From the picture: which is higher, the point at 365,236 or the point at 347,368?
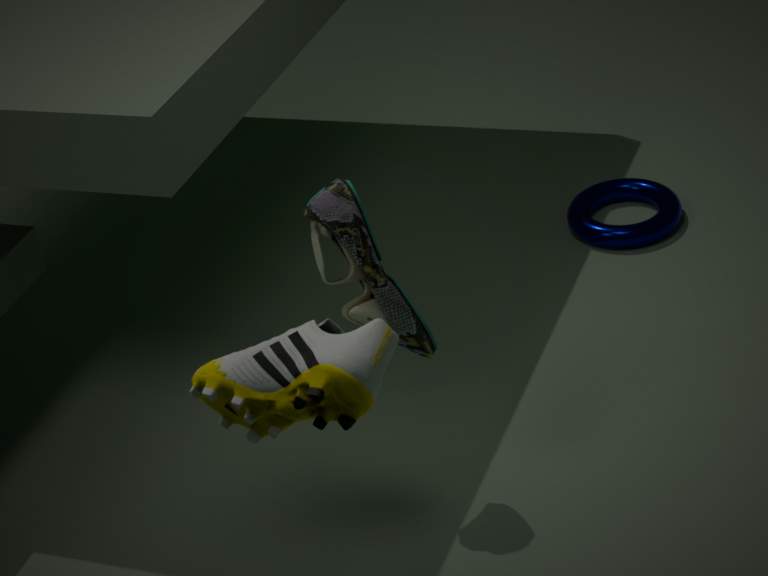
the point at 347,368
